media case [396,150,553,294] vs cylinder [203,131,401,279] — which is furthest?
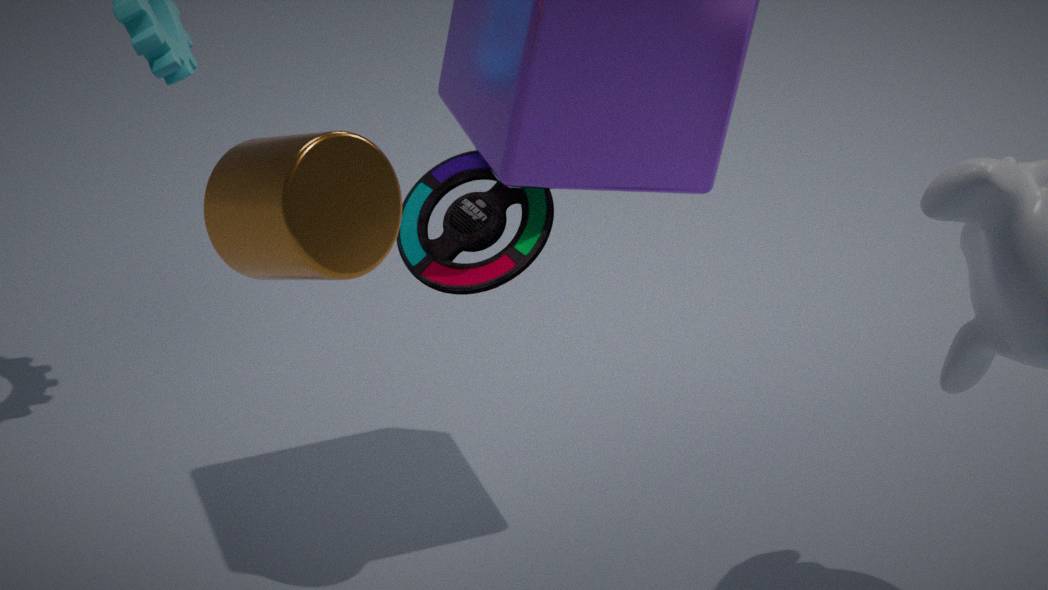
media case [396,150,553,294]
